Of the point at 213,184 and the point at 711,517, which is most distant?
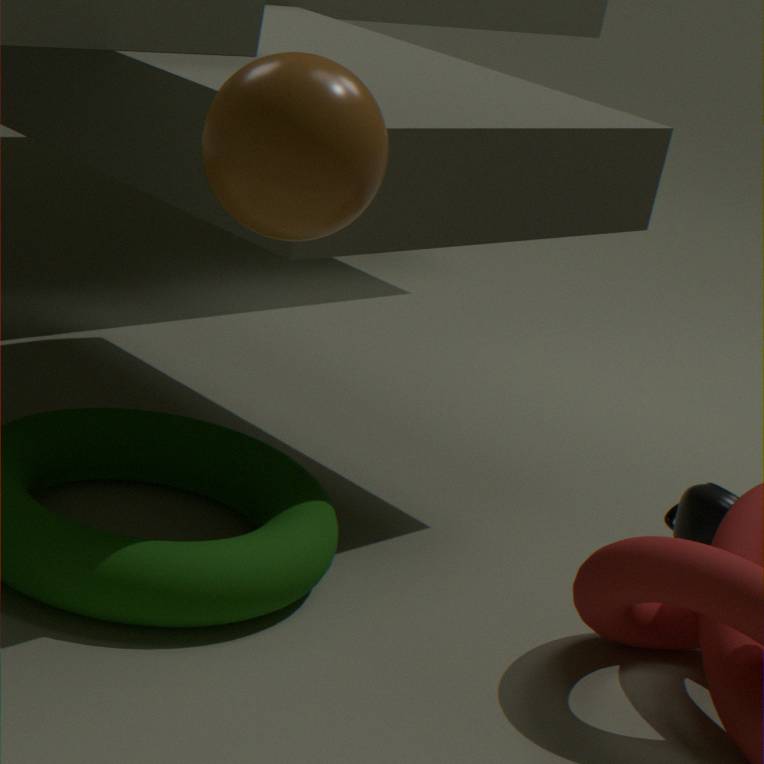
the point at 711,517
